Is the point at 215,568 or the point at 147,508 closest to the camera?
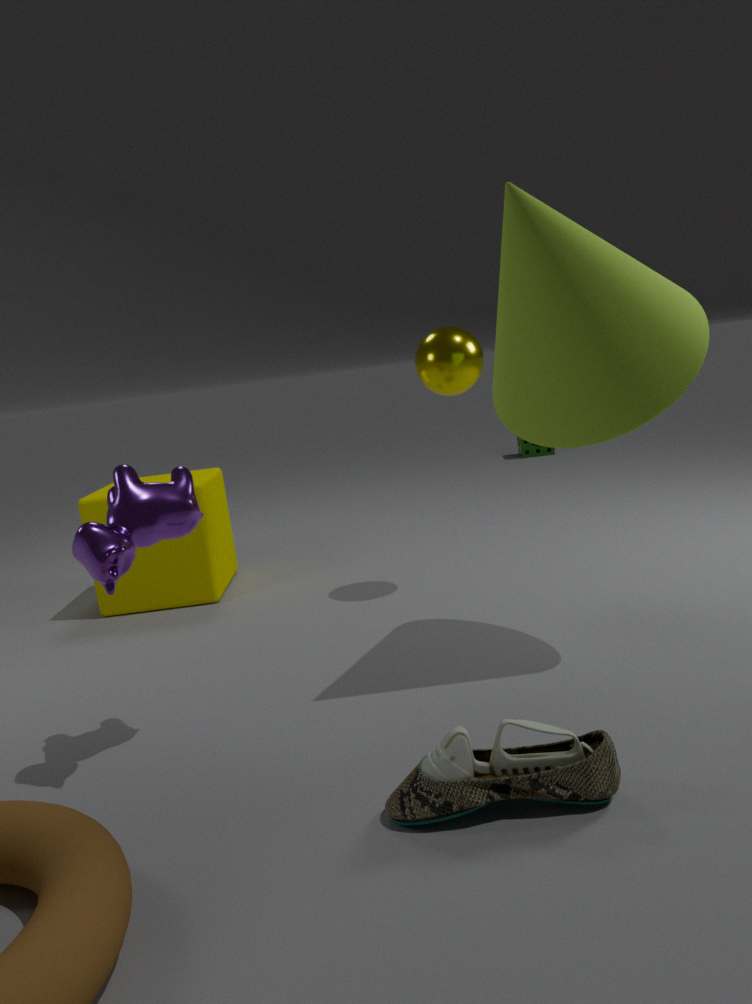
the point at 147,508
